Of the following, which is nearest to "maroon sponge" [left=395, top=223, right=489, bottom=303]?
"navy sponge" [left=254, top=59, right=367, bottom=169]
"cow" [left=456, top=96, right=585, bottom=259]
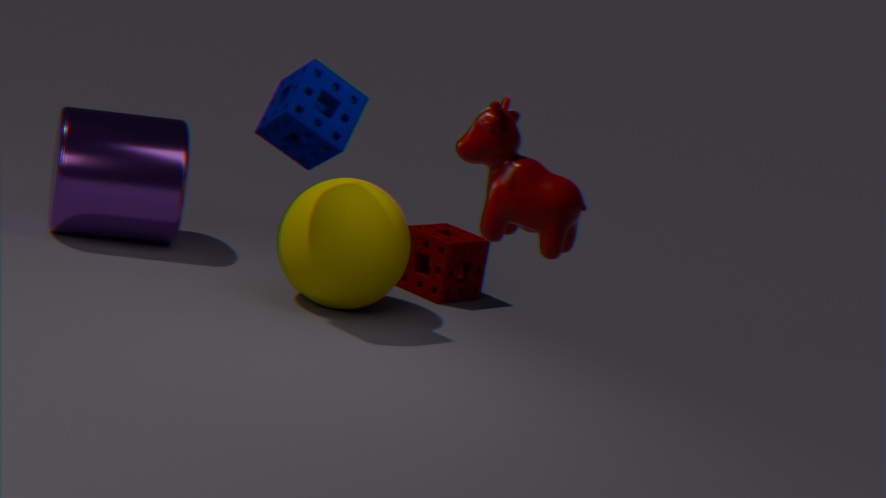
"navy sponge" [left=254, top=59, right=367, bottom=169]
